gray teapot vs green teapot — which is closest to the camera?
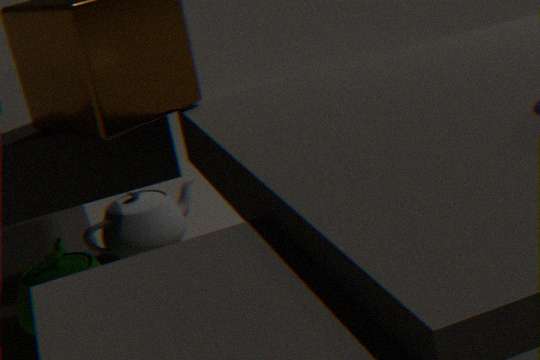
green teapot
